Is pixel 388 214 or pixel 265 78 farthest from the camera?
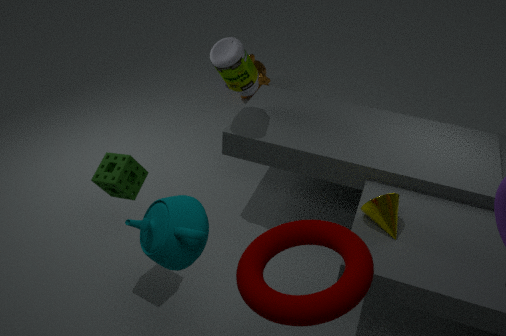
pixel 265 78
